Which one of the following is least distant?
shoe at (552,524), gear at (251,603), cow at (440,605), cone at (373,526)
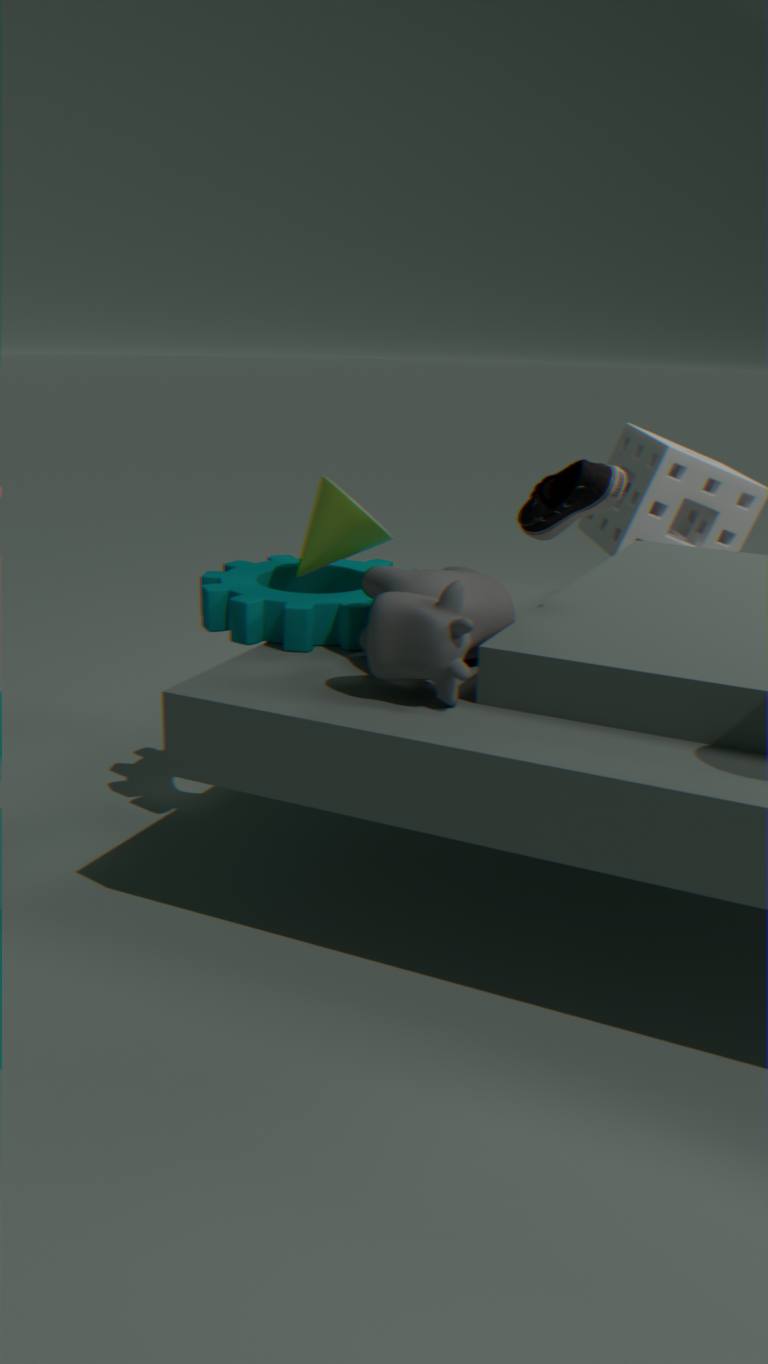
cow at (440,605)
